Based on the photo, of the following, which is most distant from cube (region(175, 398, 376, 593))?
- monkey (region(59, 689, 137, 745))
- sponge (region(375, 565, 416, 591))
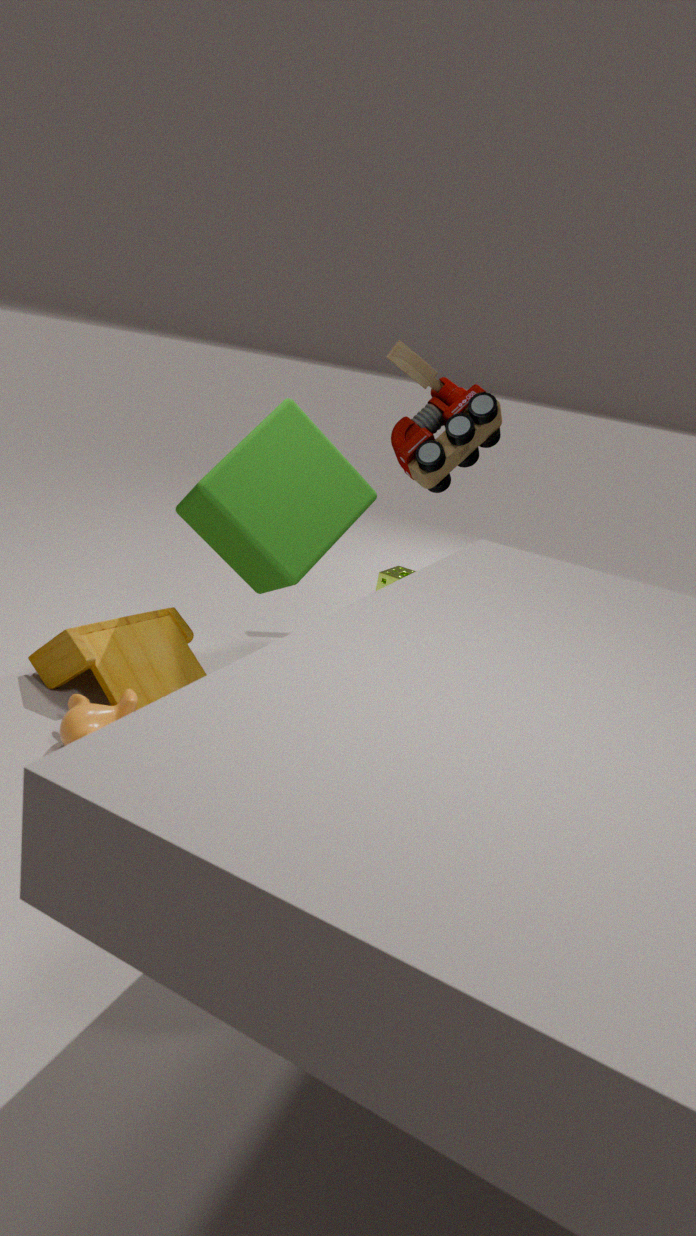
sponge (region(375, 565, 416, 591))
